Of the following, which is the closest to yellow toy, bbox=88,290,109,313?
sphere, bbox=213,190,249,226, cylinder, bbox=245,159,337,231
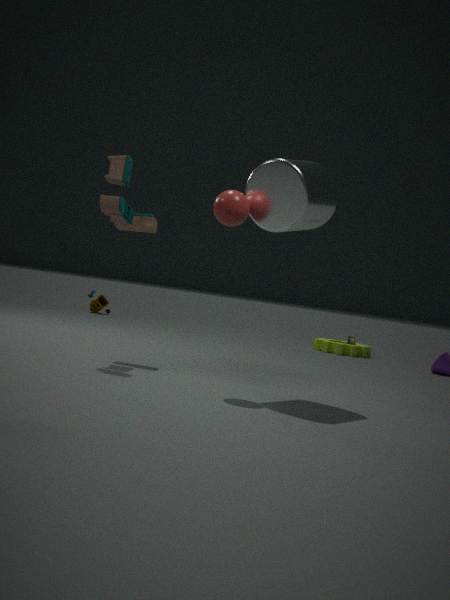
cylinder, bbox=245,159,337,231
